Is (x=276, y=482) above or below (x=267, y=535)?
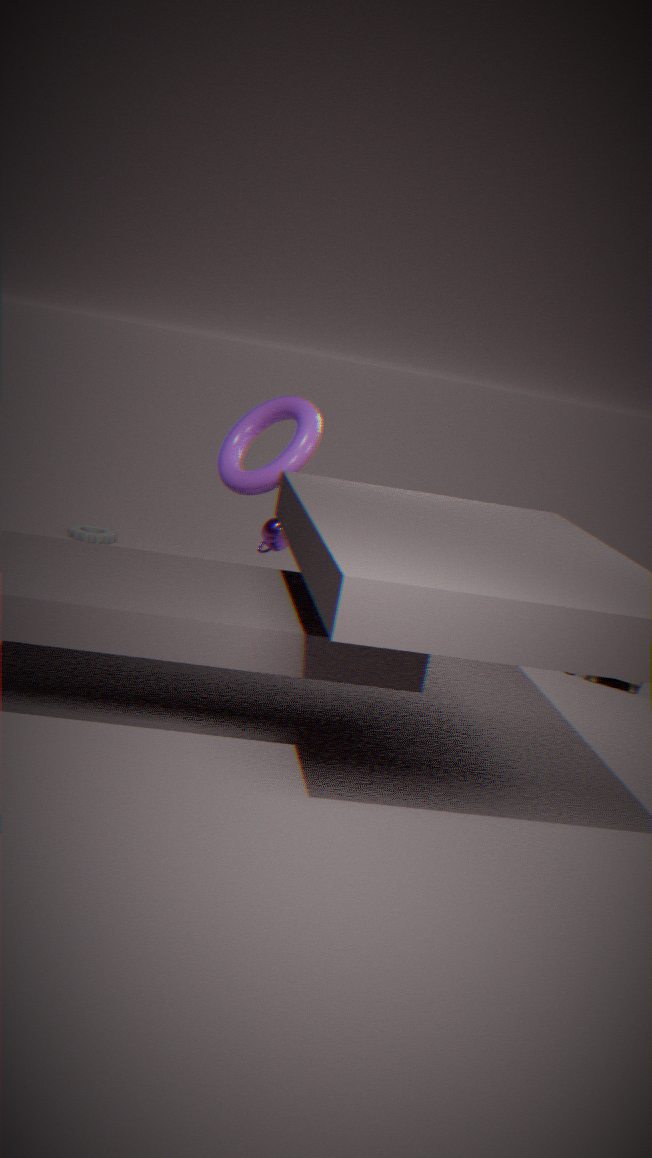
above
